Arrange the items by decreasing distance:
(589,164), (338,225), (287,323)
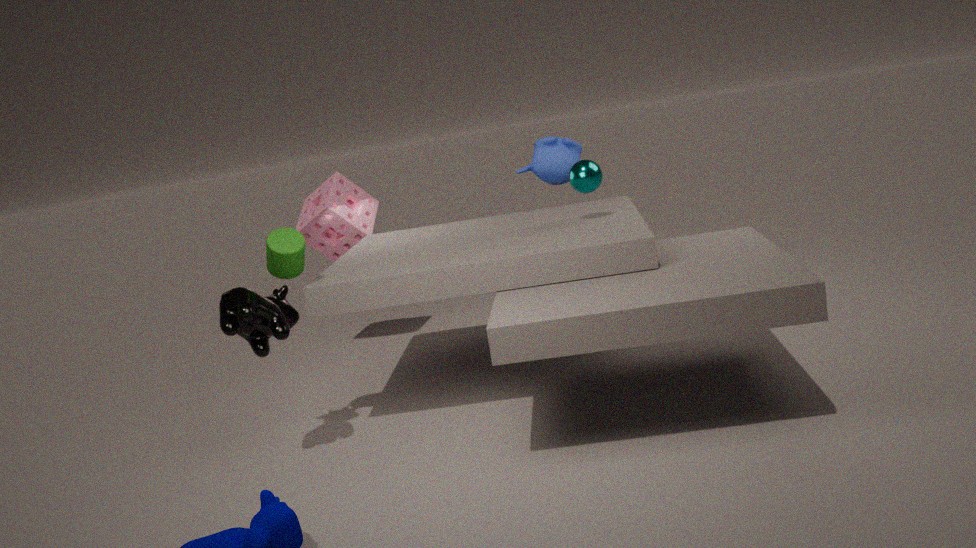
1. (338,225)
2. (589,164)
3. (287,323)
